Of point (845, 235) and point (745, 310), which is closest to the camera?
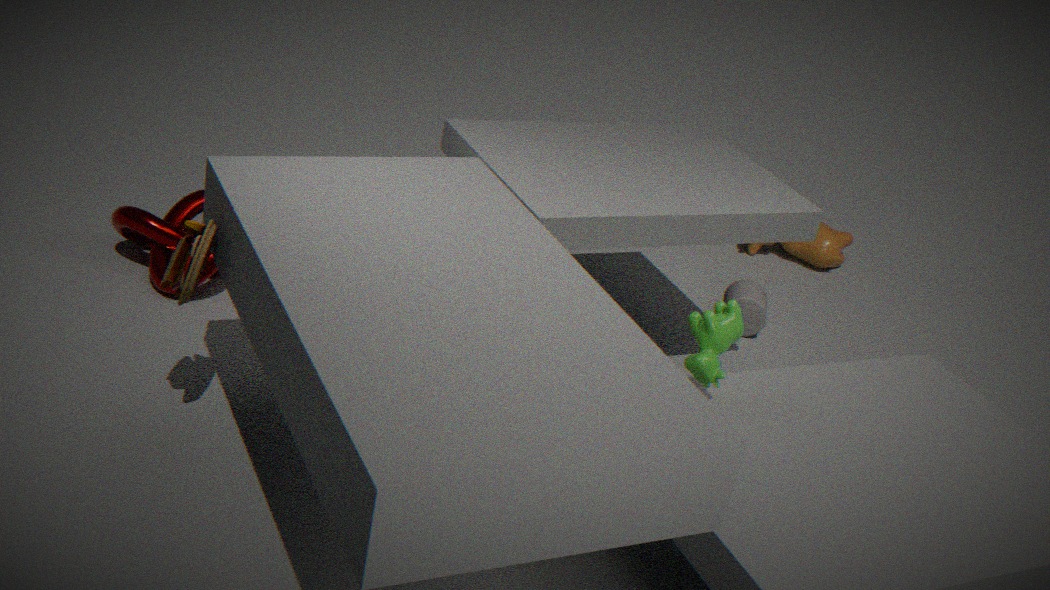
point (745, 310)
